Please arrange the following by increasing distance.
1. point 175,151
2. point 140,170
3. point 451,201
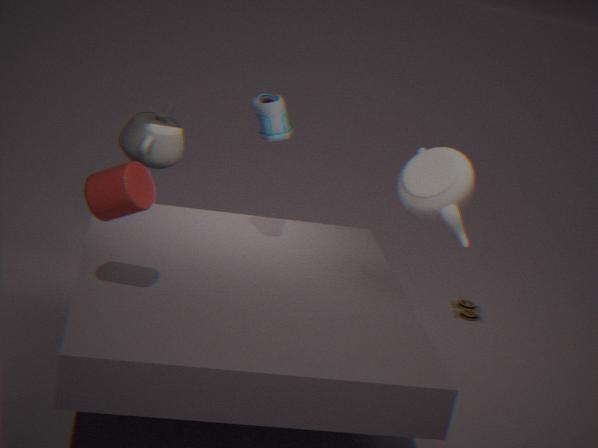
point 140,170 → point 451,201 → point 175,151
